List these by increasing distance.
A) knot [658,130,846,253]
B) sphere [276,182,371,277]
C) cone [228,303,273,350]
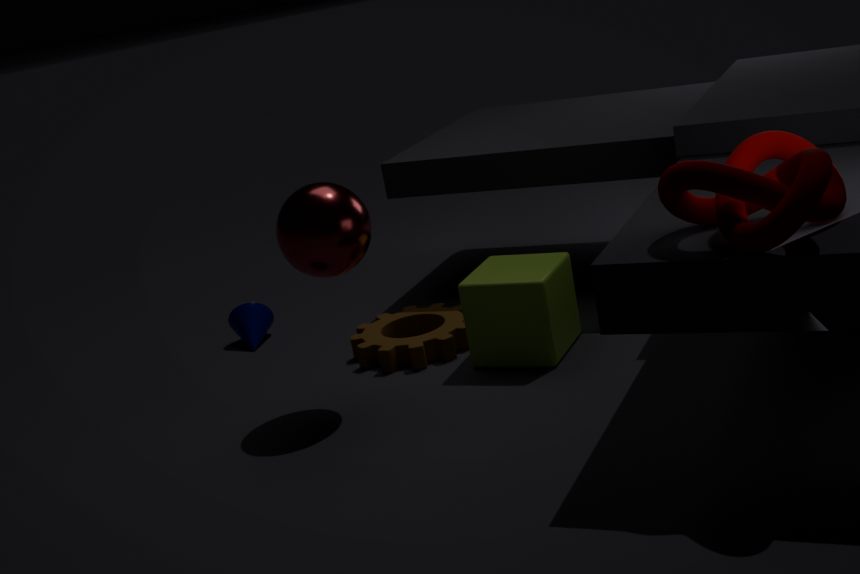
knot [658,130,846,253] < sphere [276,182,371,277] < cone [228,303,273,350]
